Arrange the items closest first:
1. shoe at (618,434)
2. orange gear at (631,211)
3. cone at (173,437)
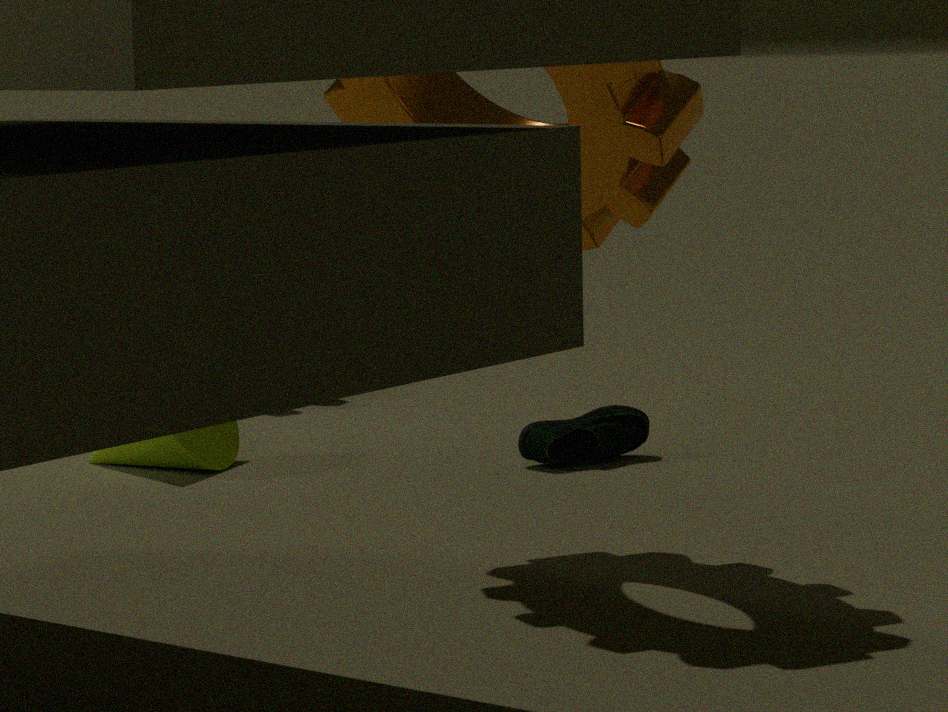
orange gear at (631,211) → cone at (173,437) → shoe at (618,434)
